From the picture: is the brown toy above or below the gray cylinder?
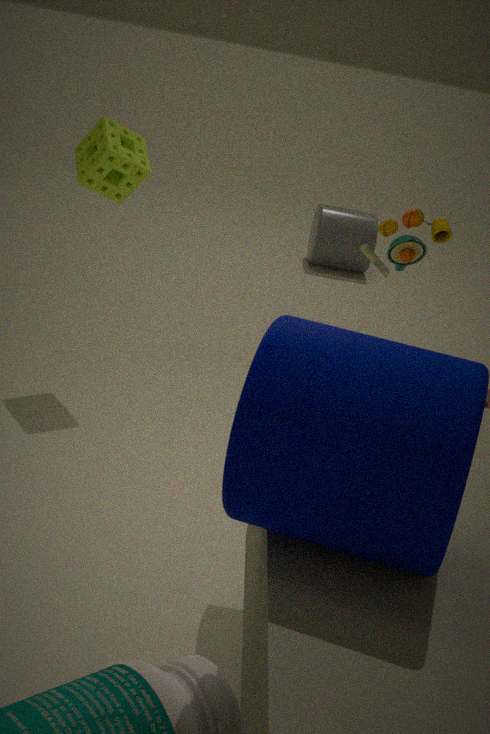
above
